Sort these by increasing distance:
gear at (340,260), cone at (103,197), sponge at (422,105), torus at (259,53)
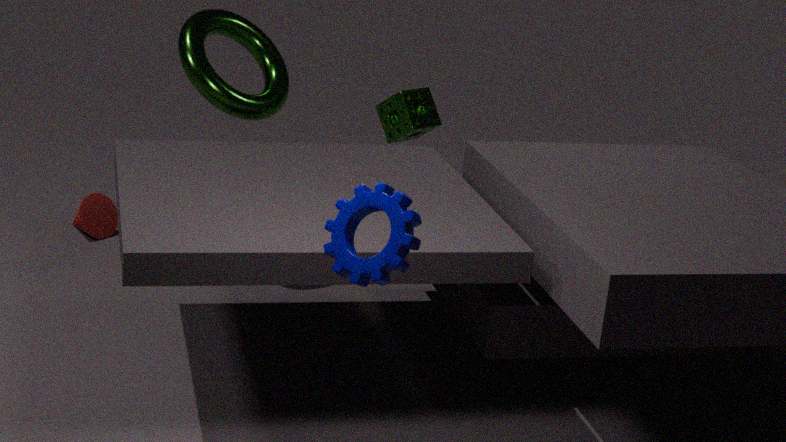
gear at (340,260), torus at (259,53), sponge at (422,105), cone at (103,197)
